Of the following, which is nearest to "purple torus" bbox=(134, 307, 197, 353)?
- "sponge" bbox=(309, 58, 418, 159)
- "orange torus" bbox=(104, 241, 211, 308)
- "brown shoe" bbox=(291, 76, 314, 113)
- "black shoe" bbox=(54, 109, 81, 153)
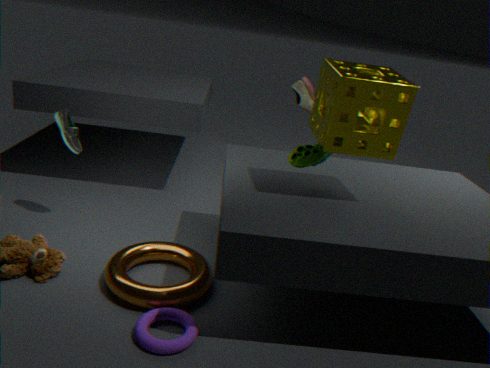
"orange torus" bbox=(104, 241, 211, 308)
